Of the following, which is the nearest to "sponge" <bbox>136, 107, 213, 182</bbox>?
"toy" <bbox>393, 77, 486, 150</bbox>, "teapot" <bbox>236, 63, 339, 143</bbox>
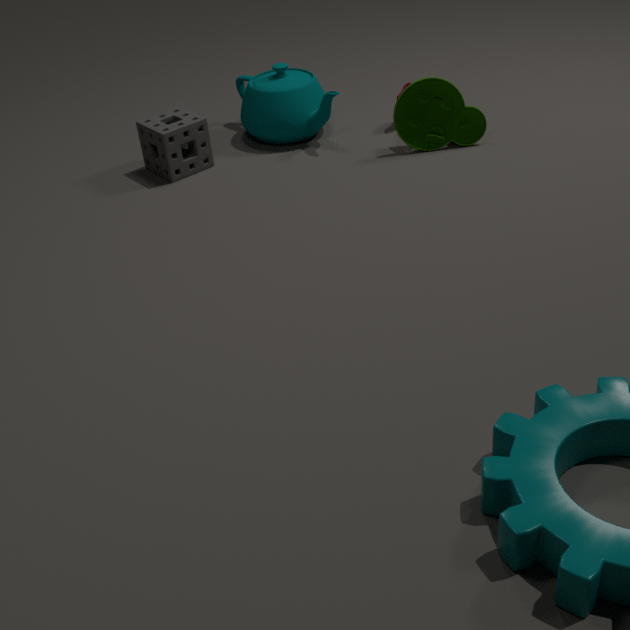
"teapot" <bbox>236, 63, 339, 143</bbox>
